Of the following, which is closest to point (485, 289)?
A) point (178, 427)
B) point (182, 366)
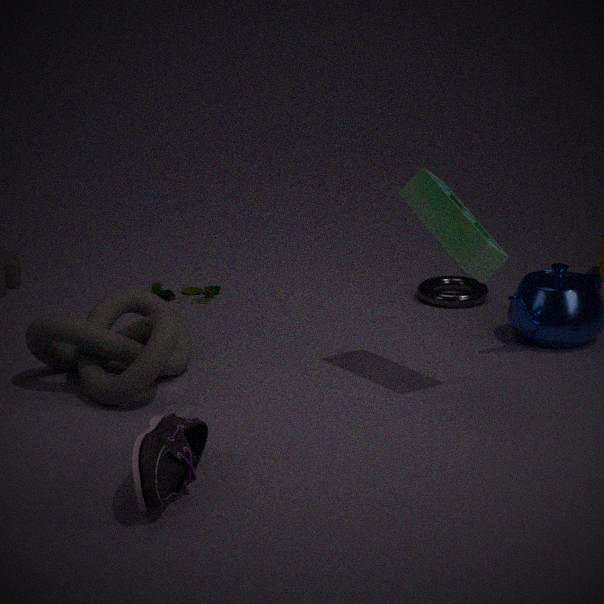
point (182, 366)
